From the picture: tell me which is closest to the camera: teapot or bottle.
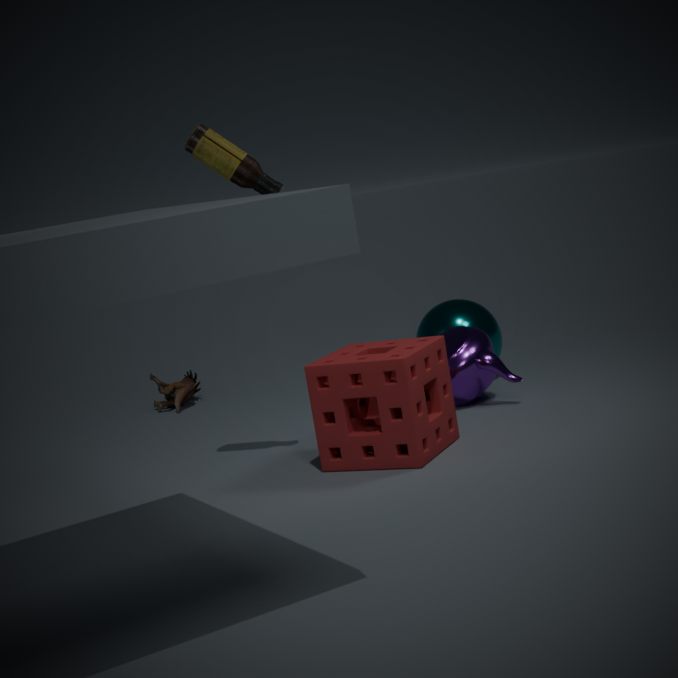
bottle
